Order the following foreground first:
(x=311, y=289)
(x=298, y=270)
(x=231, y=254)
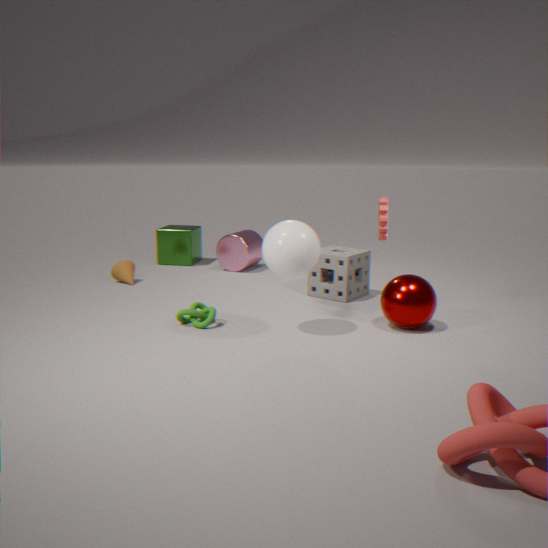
(x=298, y=270), (x=311, y=289), (x=231, y=254)
